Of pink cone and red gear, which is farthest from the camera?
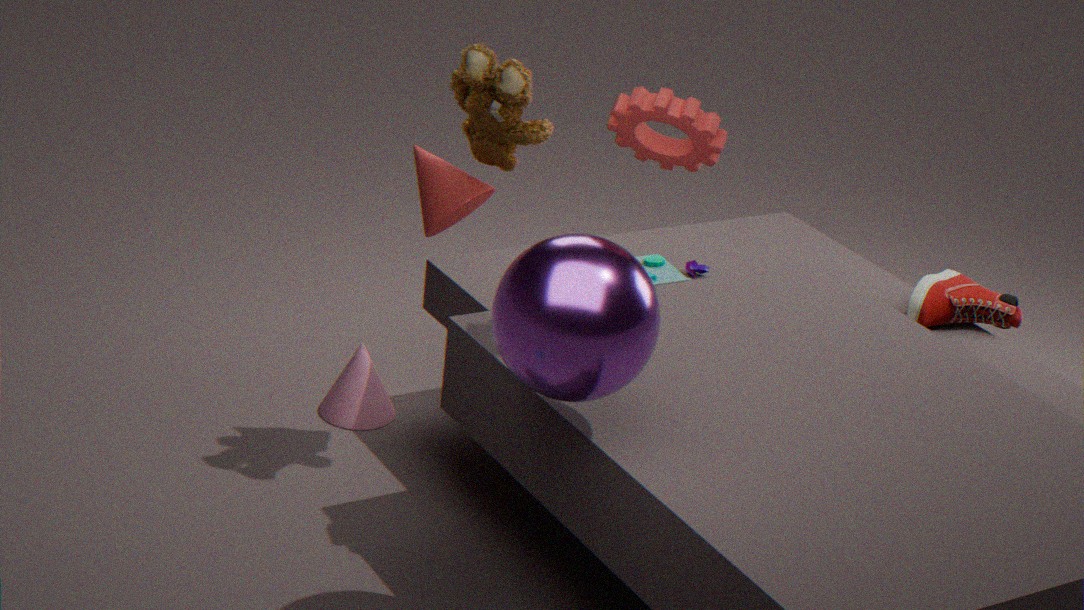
pink cone
